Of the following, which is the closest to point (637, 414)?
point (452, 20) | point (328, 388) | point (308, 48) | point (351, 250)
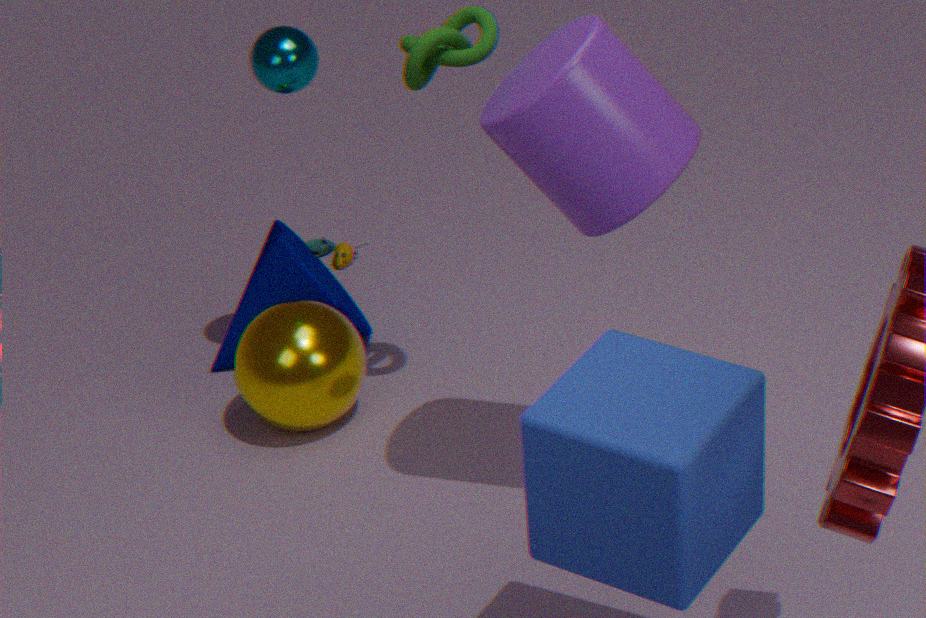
point (452, 20)
